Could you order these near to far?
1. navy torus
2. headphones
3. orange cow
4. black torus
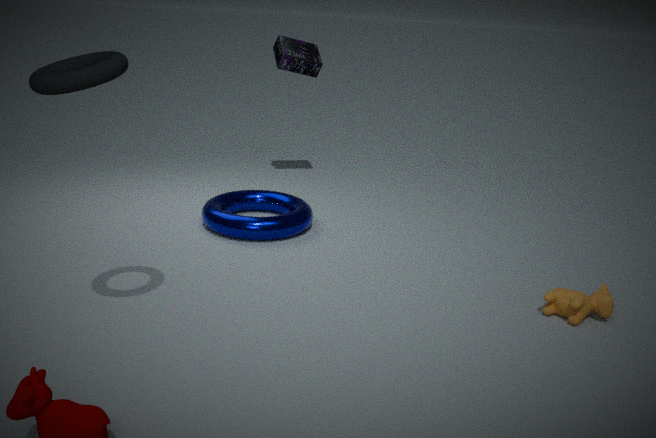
black torus, orange cow, navy torus, headphones
